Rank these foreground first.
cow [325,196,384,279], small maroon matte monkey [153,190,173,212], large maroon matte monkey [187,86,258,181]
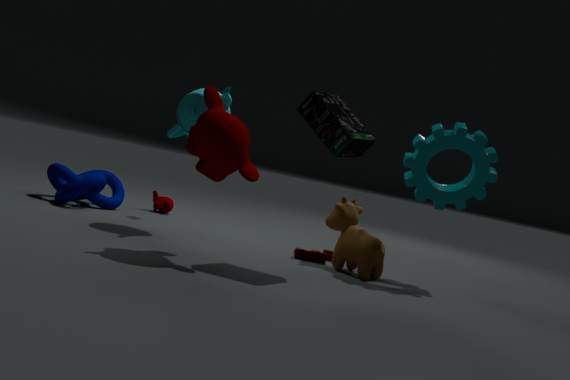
large maroon matte monkey [187,86,258,181], cow [325,196,384,279], small maroon matte monkey [153,190,173,212]
